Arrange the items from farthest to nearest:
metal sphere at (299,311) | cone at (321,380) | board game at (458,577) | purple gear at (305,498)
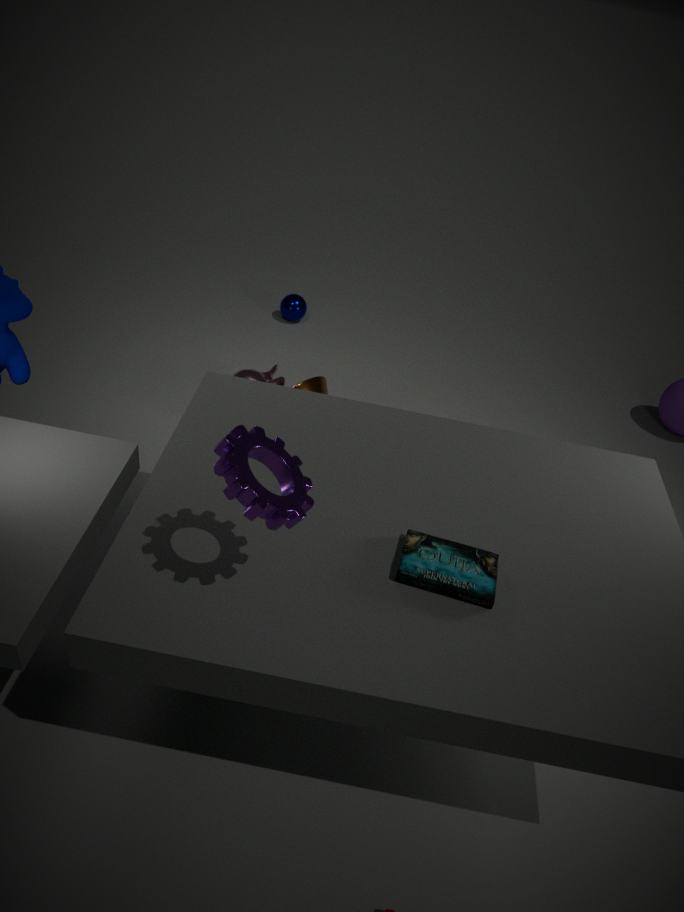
metal sphere at (299,311), cone at (321,380), board game at (458,577), purple gear at (305,498)
